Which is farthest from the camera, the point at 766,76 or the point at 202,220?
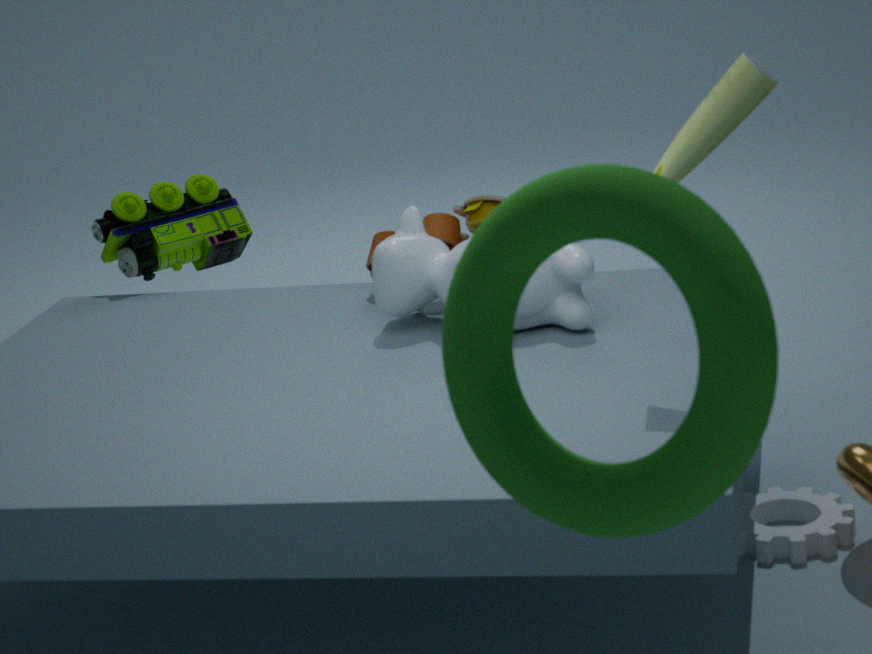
the point at 202,220
